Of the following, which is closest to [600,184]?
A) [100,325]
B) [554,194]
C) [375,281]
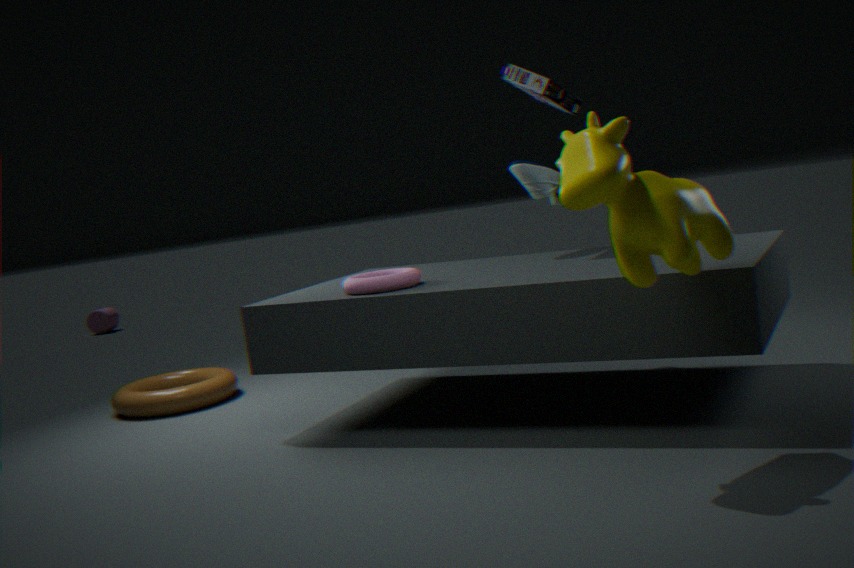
[375,281]
